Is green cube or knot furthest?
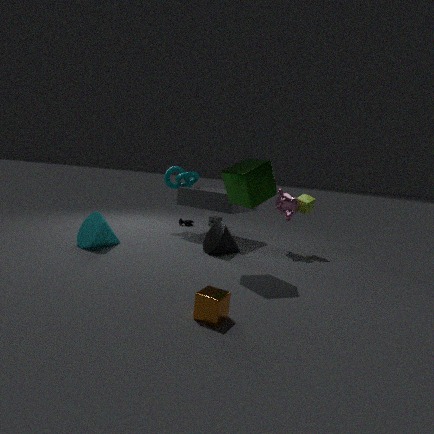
knot
